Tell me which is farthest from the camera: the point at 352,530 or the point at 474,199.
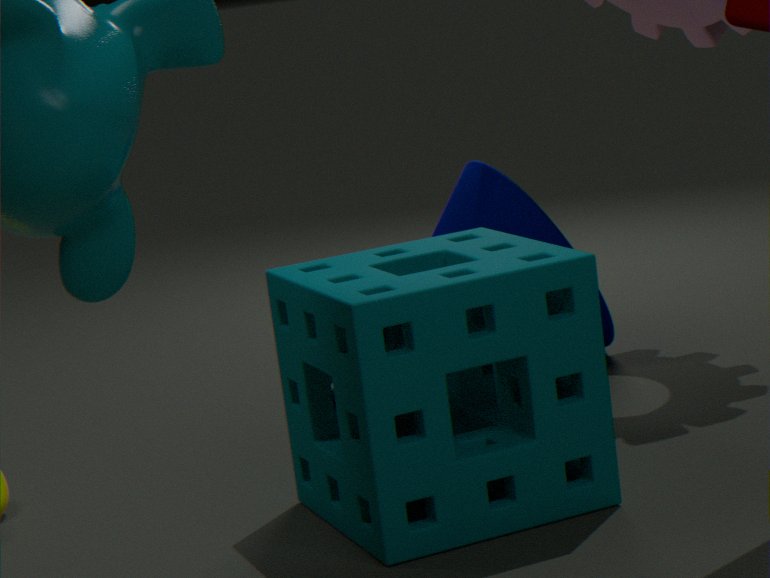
the point at 474,199
